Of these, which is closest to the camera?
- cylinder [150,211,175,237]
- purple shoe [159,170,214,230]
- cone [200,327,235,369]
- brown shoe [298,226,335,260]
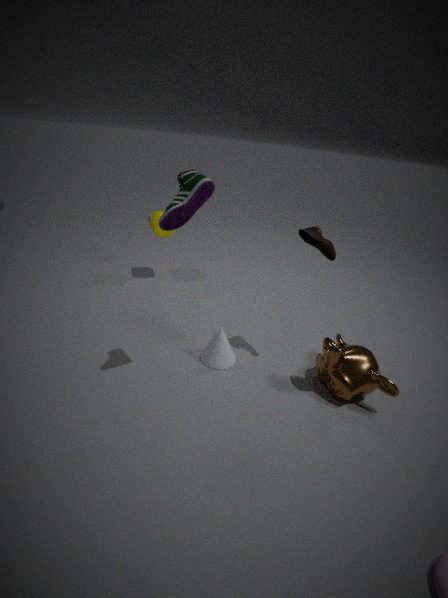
purple shoe [159,170,214,230]
